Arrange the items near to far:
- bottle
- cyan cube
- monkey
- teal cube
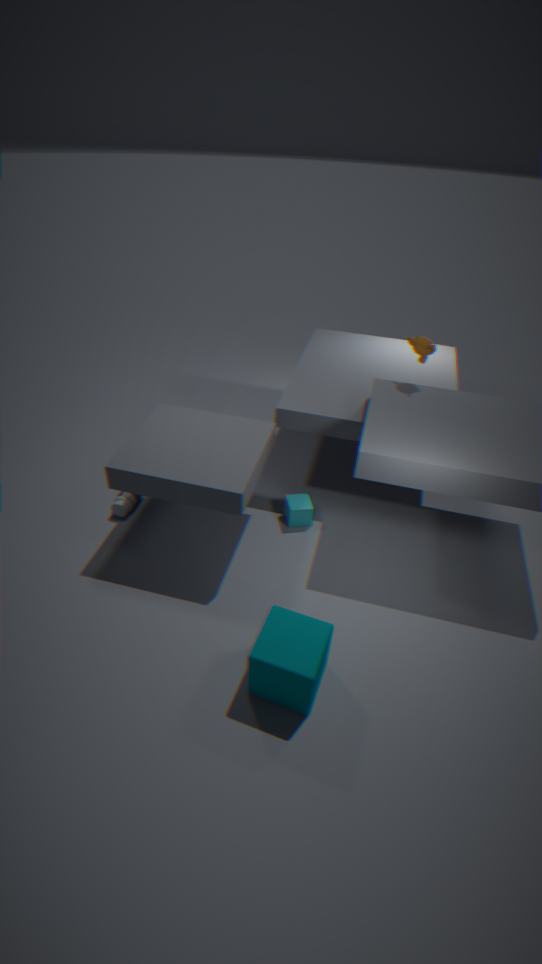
teal cube
monkey
cyan cube
bottle
